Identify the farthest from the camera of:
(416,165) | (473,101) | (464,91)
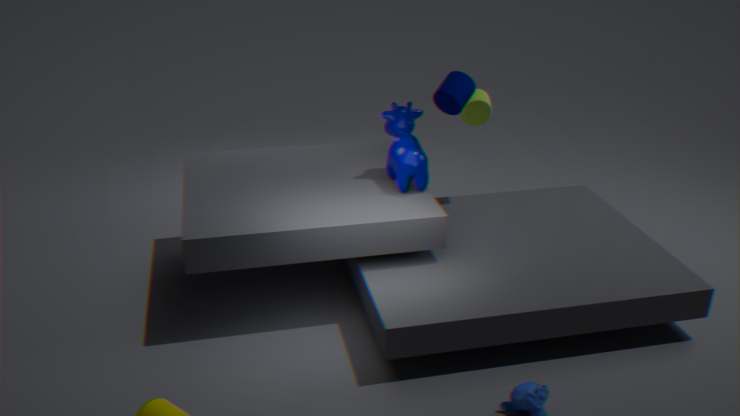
(473,101)
